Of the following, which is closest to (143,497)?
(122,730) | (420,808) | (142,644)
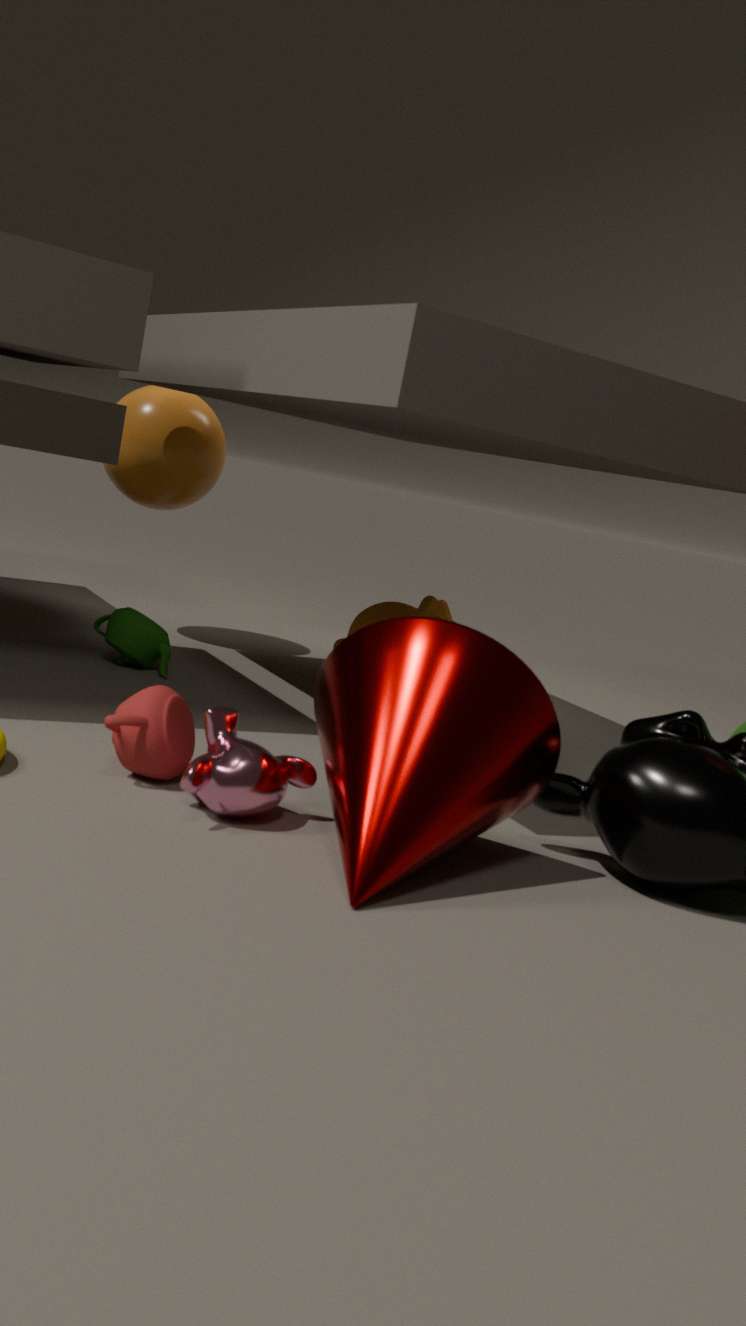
(142,644)
